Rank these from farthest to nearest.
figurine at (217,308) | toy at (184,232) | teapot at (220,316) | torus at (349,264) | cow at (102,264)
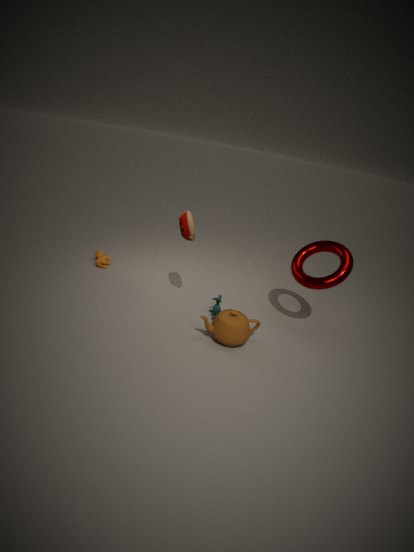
1. cow at (102,264)
2. figurine at (217,308)
3. torus at (349,264)
4. toy at (184,232)
5. teapot at (220,316)
